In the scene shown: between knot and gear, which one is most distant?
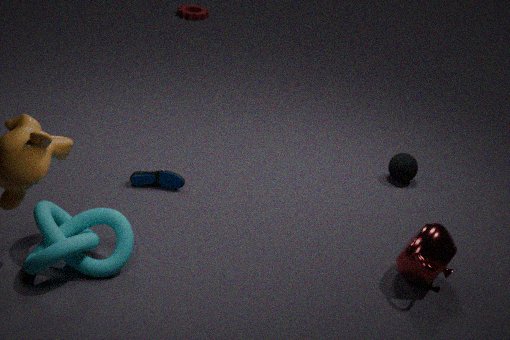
gear
